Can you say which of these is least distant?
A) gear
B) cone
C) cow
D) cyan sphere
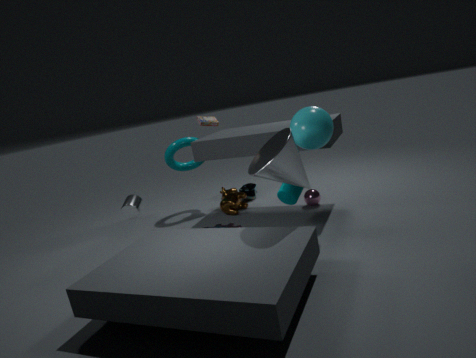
cone
